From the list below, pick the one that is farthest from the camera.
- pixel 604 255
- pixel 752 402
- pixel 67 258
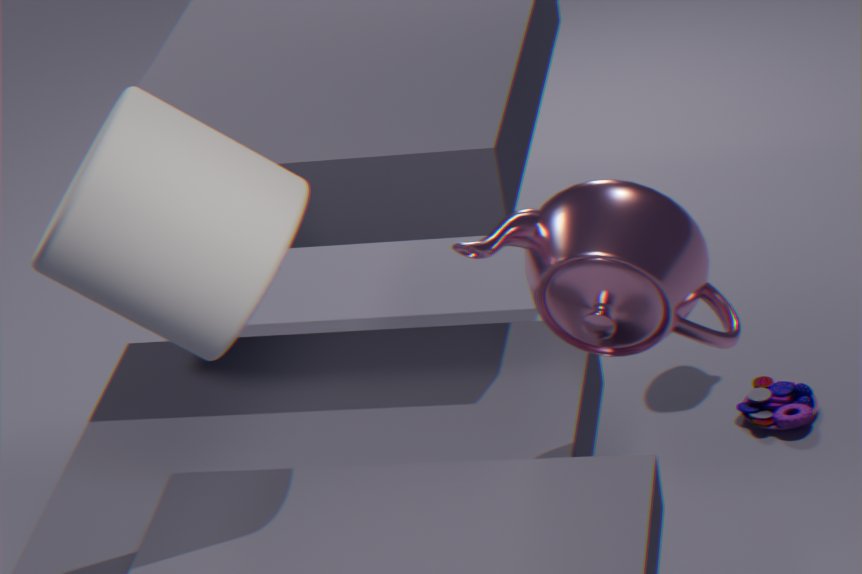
pixel 752 402
